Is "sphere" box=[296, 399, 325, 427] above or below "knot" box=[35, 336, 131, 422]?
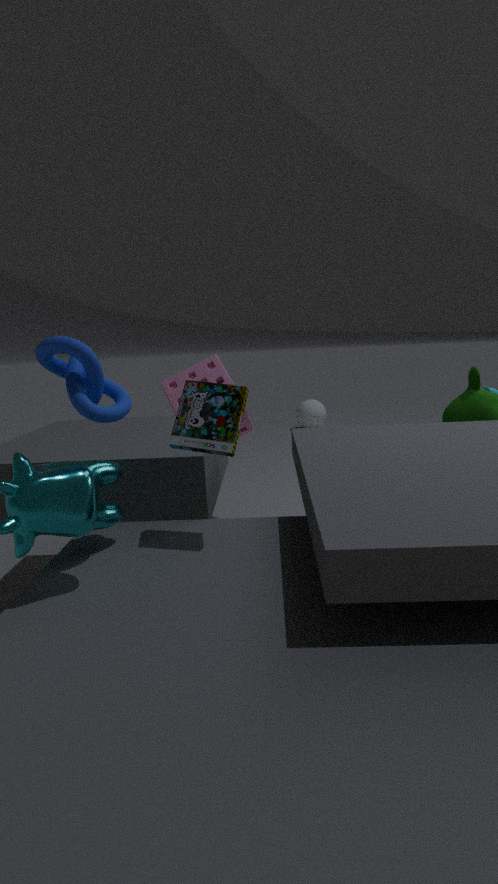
below
